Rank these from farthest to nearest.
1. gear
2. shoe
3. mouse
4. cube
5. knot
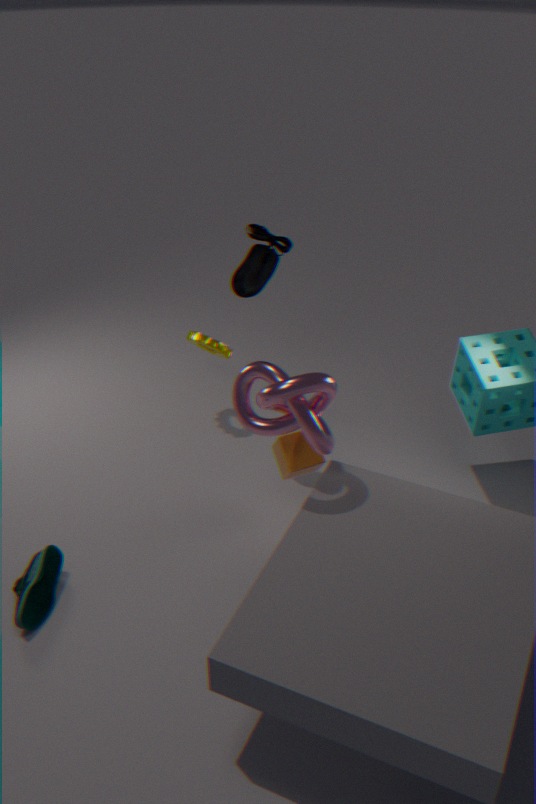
gear
mouse
cube
shoe
knot
